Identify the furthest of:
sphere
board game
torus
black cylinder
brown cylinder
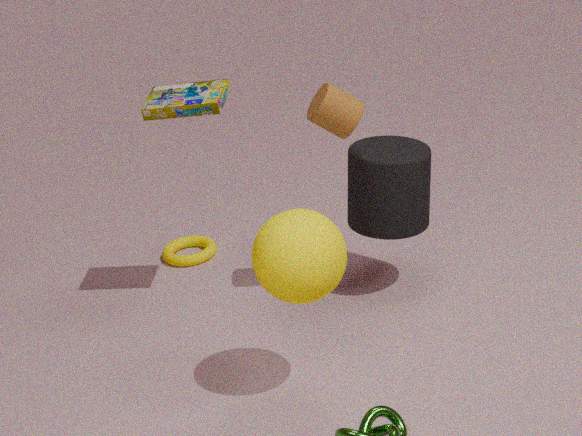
torus
